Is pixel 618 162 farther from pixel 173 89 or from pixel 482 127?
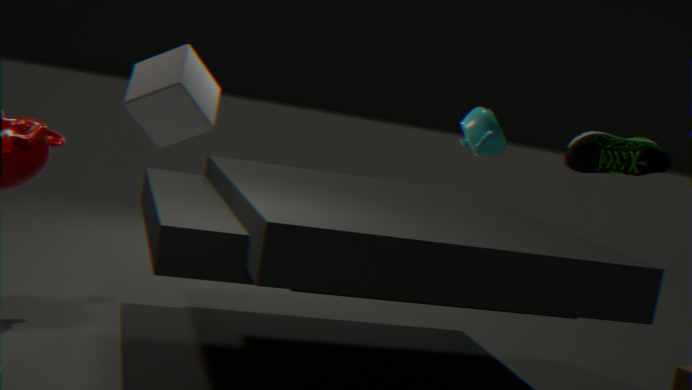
pixel 173 89
